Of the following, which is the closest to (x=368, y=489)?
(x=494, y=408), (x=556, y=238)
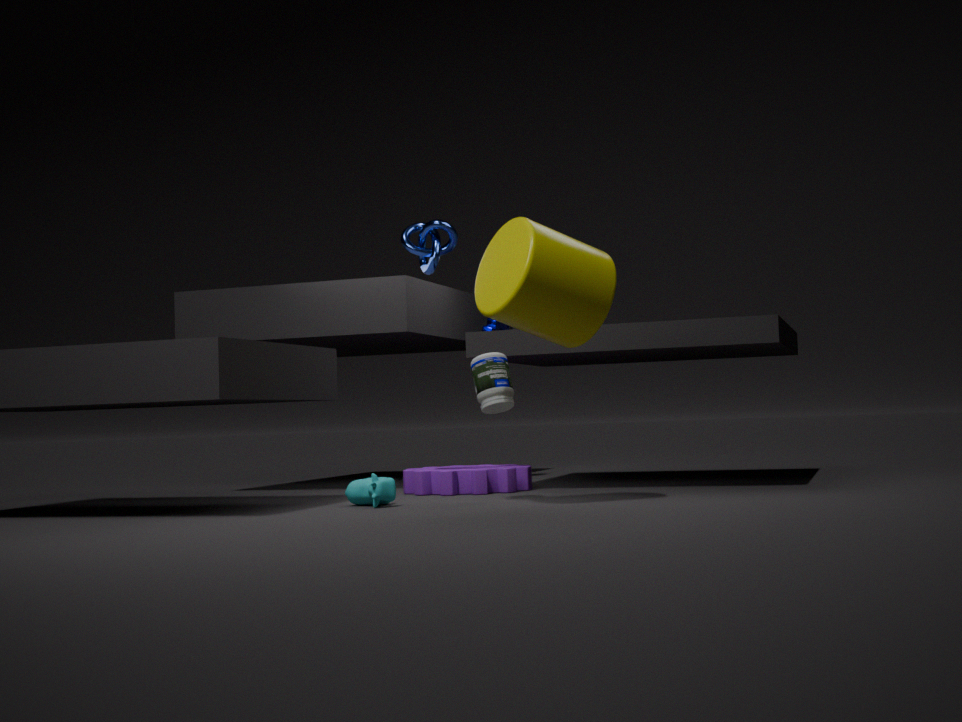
(x=494, y=408)
